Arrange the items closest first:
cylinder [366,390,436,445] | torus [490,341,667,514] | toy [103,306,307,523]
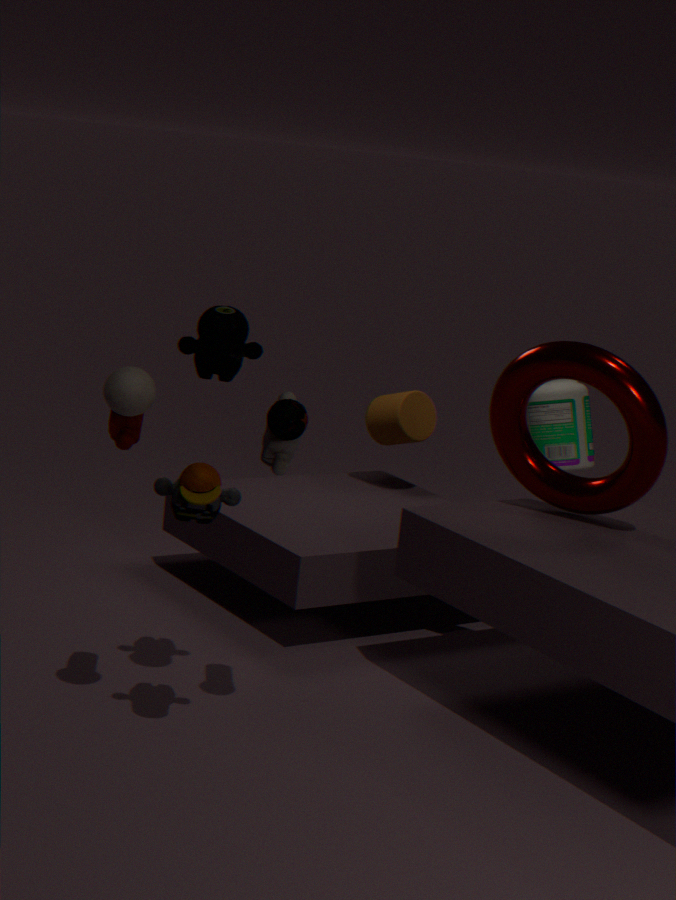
1. toy [103,306,307,523]
2. torus [490,341,667,514]
3. cylinder [366,390,436,445]
